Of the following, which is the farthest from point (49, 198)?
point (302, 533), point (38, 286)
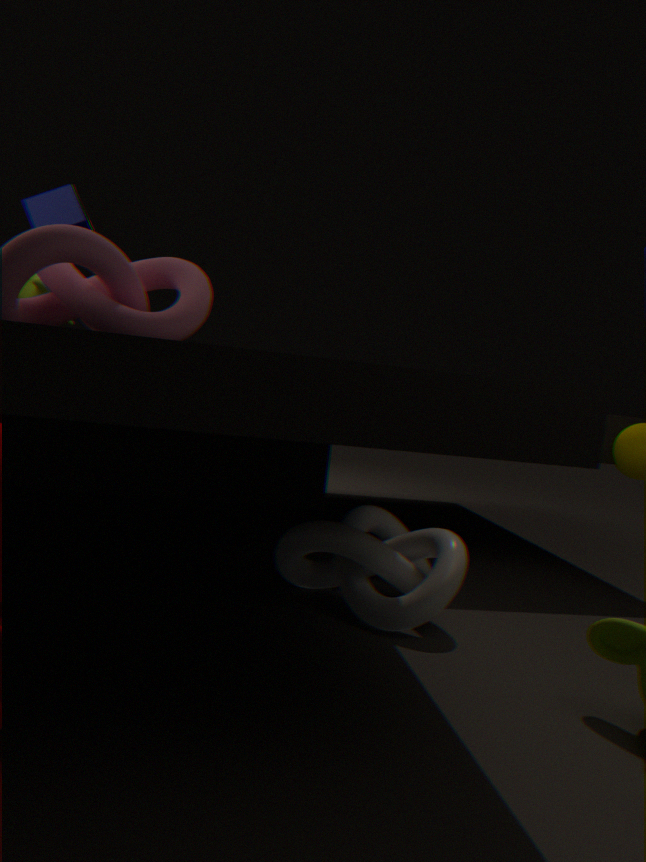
point (302, 533)
